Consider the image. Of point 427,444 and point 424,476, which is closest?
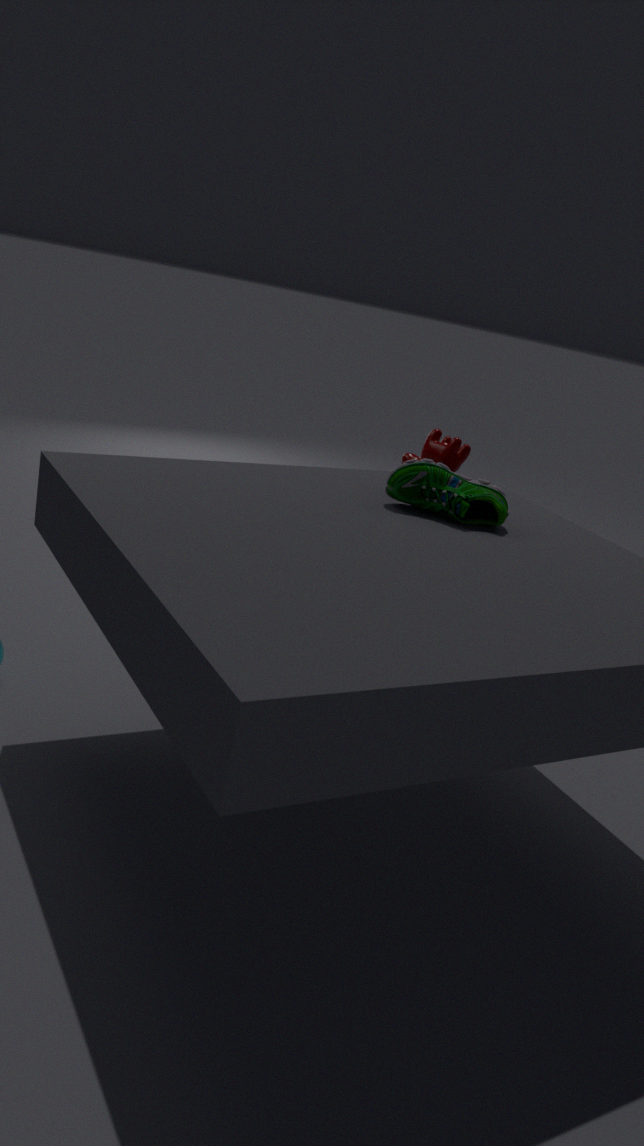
point 424,476
